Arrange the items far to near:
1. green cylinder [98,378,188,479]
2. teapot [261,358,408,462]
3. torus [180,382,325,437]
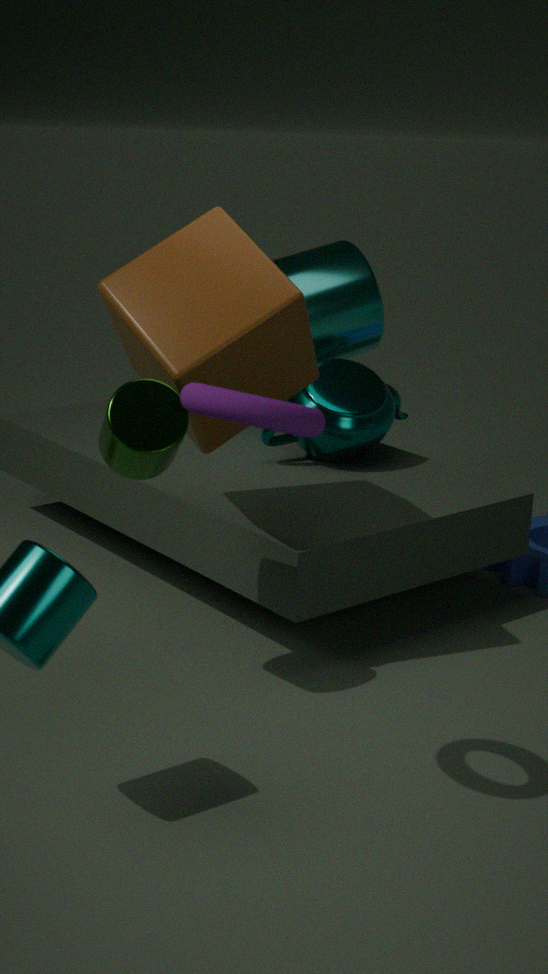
teapot [261,358,408,462] → green cylinder [98,378,188,479] → torus [180,382,325,437]
